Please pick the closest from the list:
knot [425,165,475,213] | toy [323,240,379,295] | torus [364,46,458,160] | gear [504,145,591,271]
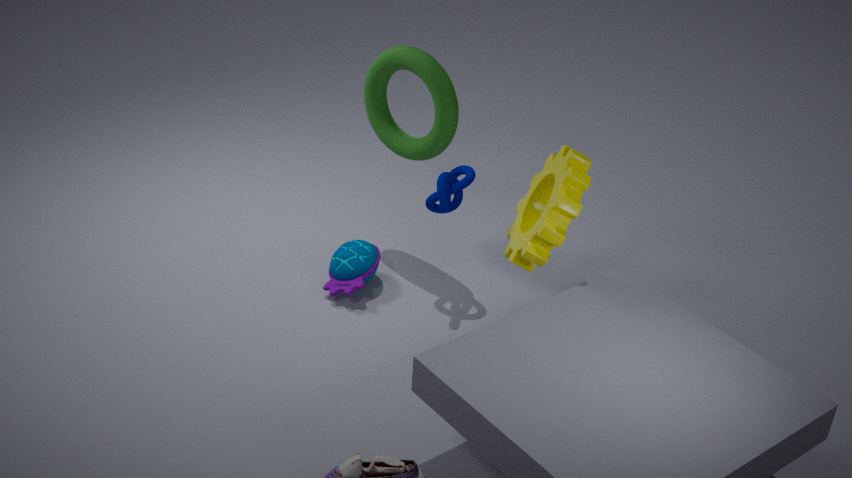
gear [504,145,591,271]
